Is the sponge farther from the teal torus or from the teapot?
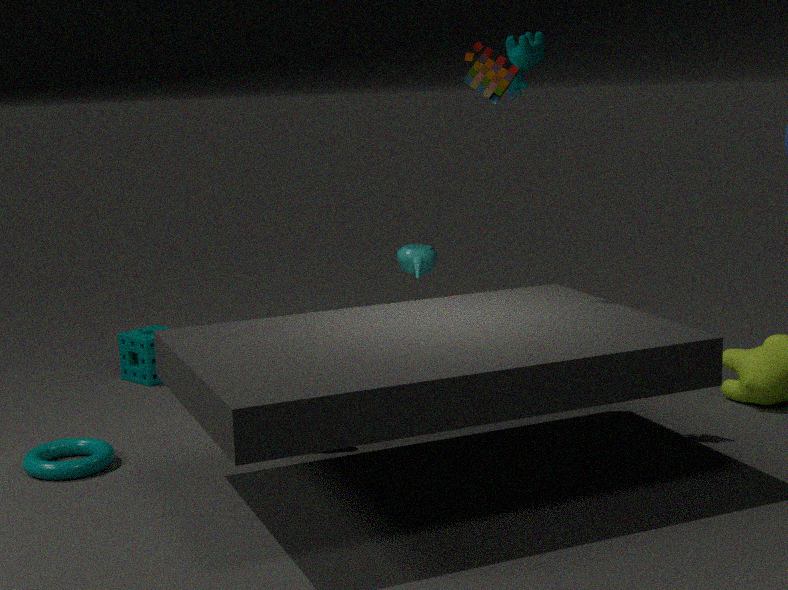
the teapot
